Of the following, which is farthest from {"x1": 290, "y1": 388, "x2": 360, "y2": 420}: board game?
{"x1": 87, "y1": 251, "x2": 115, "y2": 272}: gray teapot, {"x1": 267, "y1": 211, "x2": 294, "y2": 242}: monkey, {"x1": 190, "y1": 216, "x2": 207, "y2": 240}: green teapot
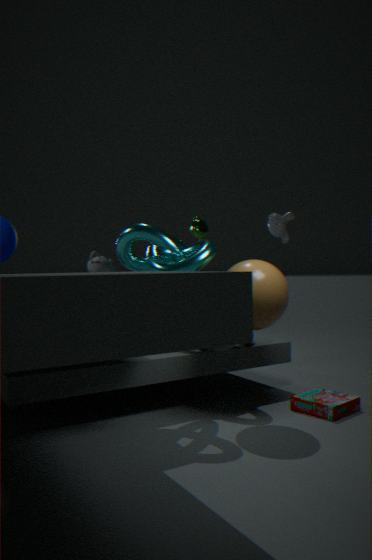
{"x1": 190, "y1": 216, "x2": 207, "y2": 240}: green teapot
